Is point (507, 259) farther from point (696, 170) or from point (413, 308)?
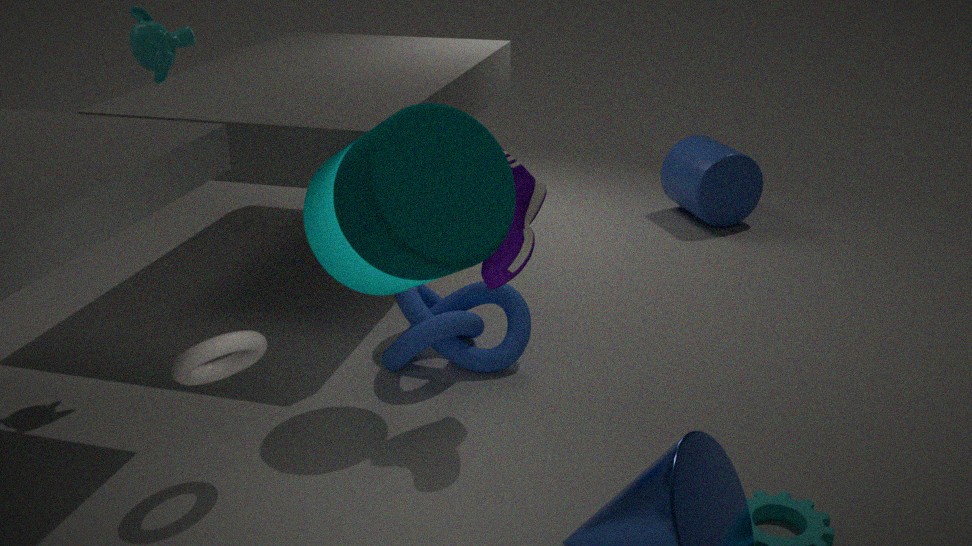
point (696, 170)
